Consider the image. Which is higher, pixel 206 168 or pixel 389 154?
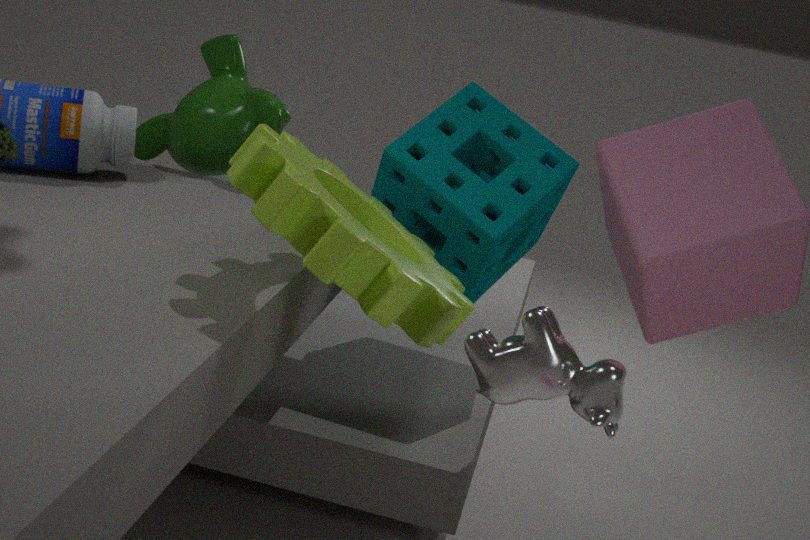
pixel 206 168
